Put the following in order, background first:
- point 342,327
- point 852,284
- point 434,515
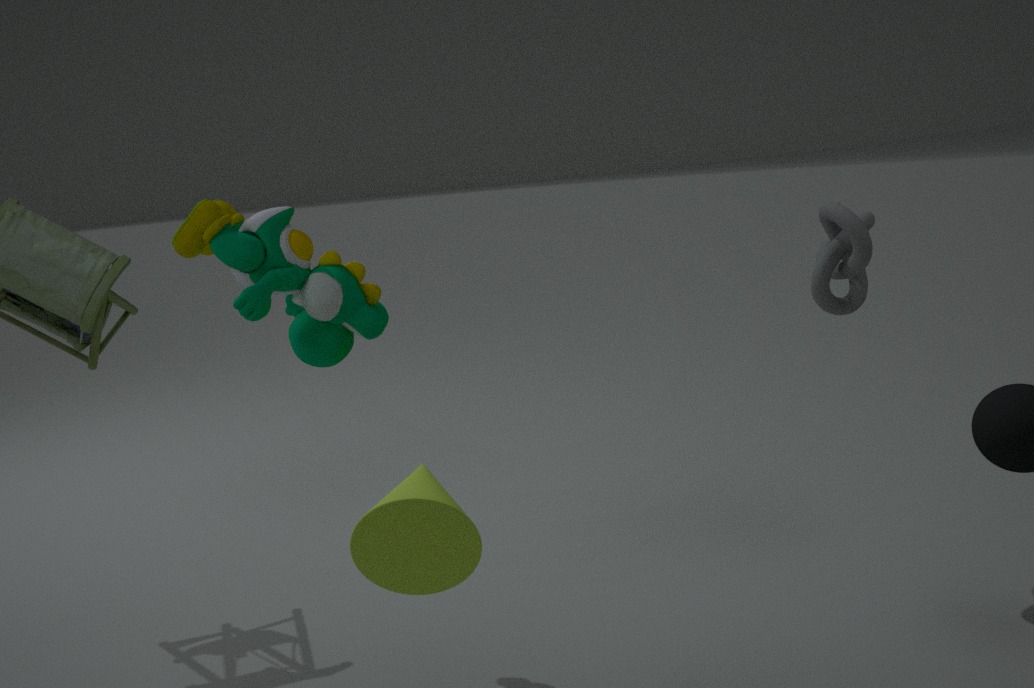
point 852,284, point 342,327, point 434,515
